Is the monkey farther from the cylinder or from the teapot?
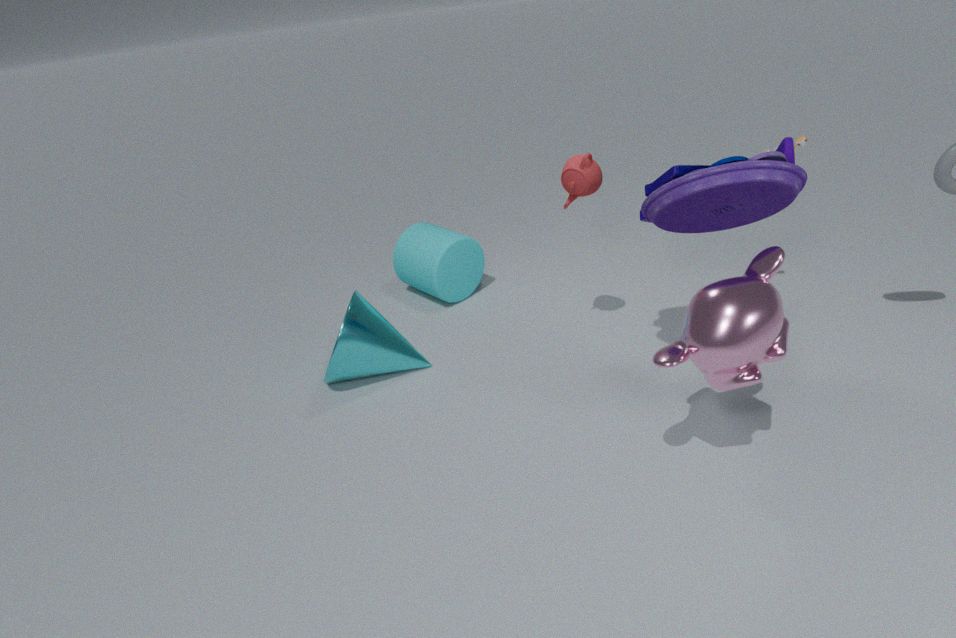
the cylinder
